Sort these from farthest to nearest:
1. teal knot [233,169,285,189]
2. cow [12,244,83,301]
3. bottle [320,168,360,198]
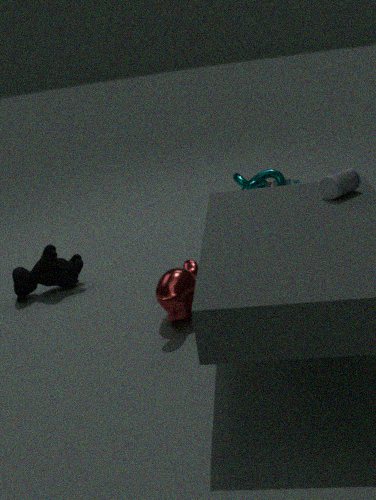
teal knot [233,169,285,189] → cow [12,244,83,301] → bottle [320,168,360,198]
